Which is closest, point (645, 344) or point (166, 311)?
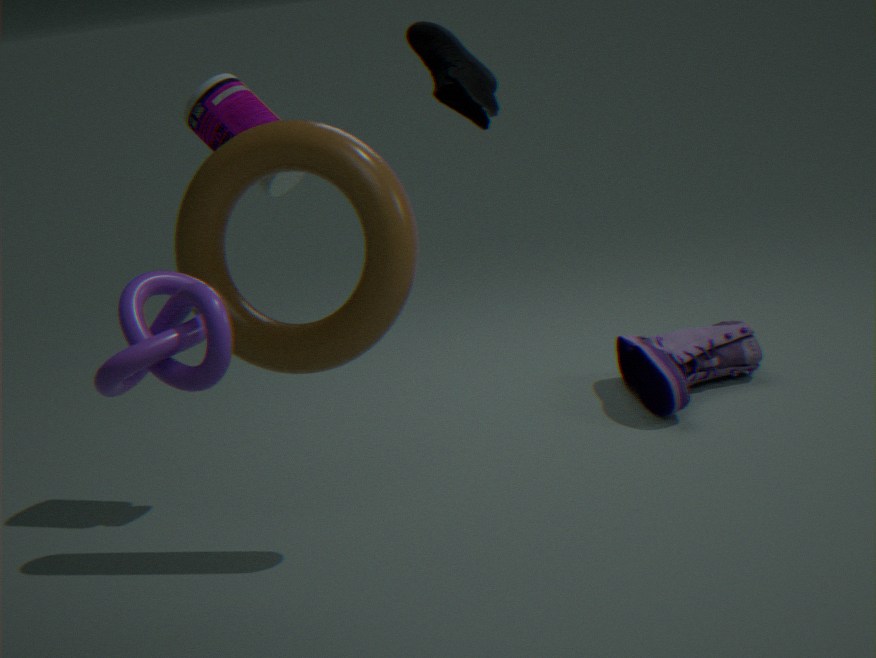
point (166, 311)
